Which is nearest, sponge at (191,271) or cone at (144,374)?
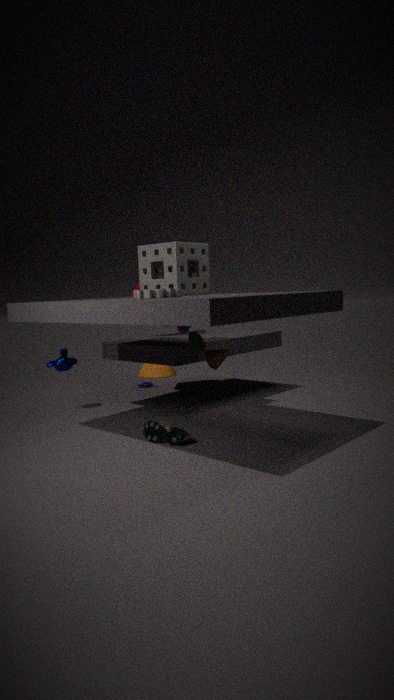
sponge at (191,271)
